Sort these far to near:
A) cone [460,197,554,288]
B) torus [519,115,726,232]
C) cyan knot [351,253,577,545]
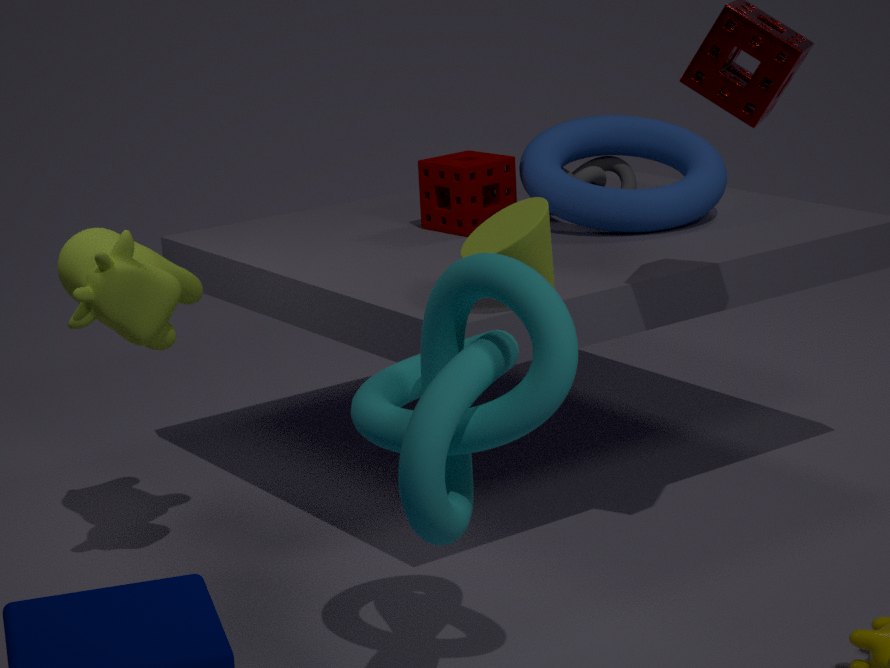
torus [519,115,726,232] < cone [460,197,554,288] < cyan knot [351,253,577,545]
